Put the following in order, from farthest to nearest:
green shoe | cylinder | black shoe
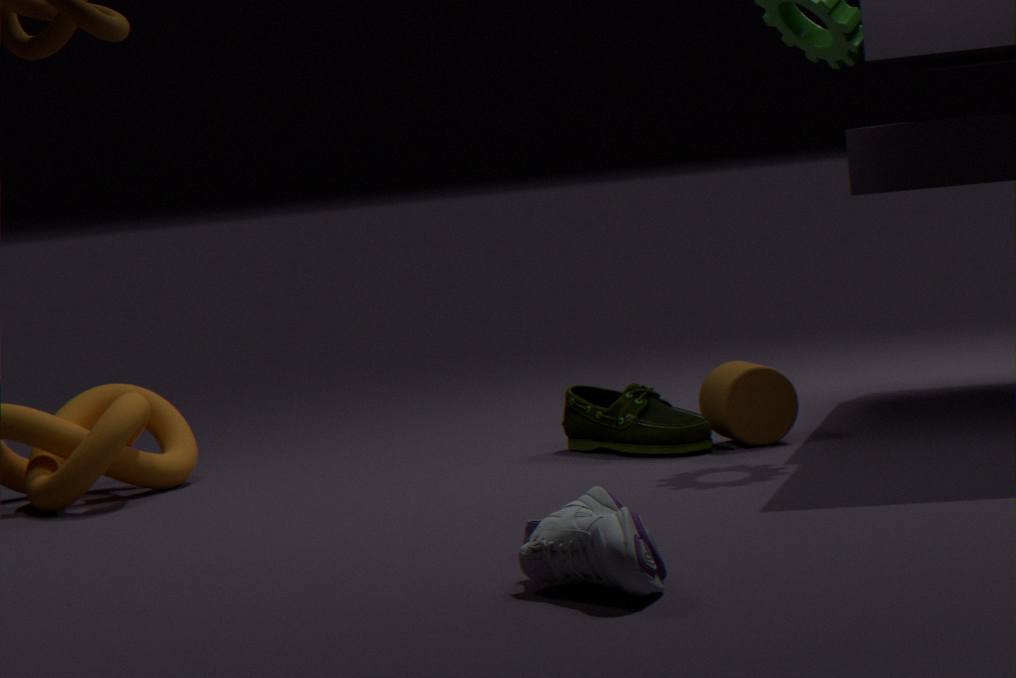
cylinder
green shoe
black shoe
